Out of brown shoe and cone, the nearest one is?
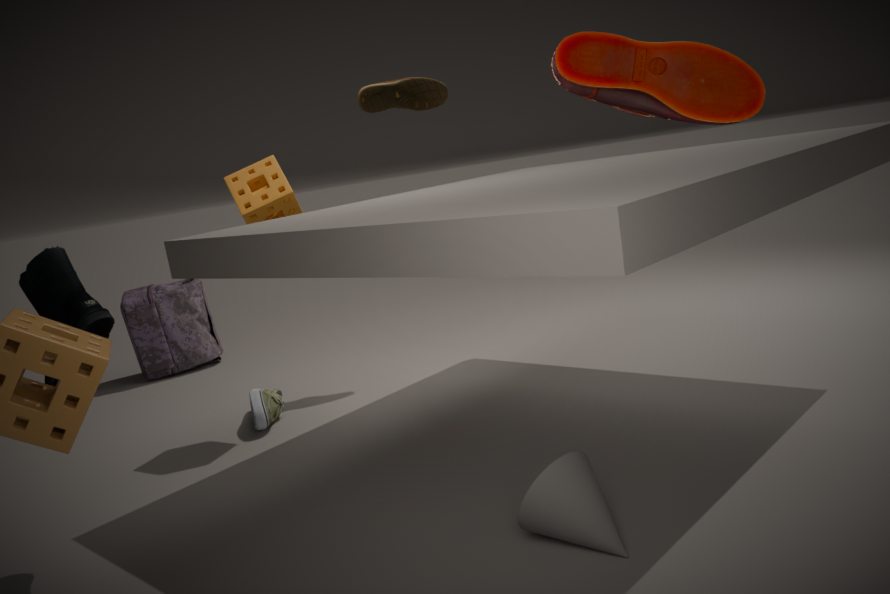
cone
